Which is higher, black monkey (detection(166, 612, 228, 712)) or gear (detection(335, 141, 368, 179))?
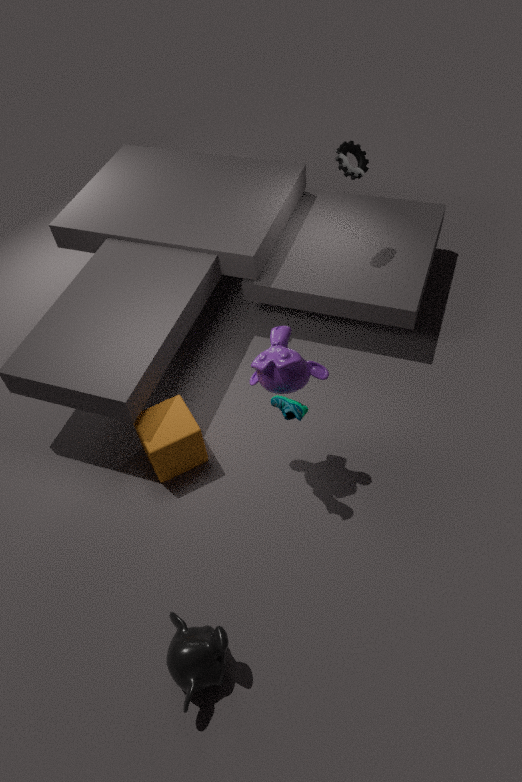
gear (detection(335, 141, 368, 179))
